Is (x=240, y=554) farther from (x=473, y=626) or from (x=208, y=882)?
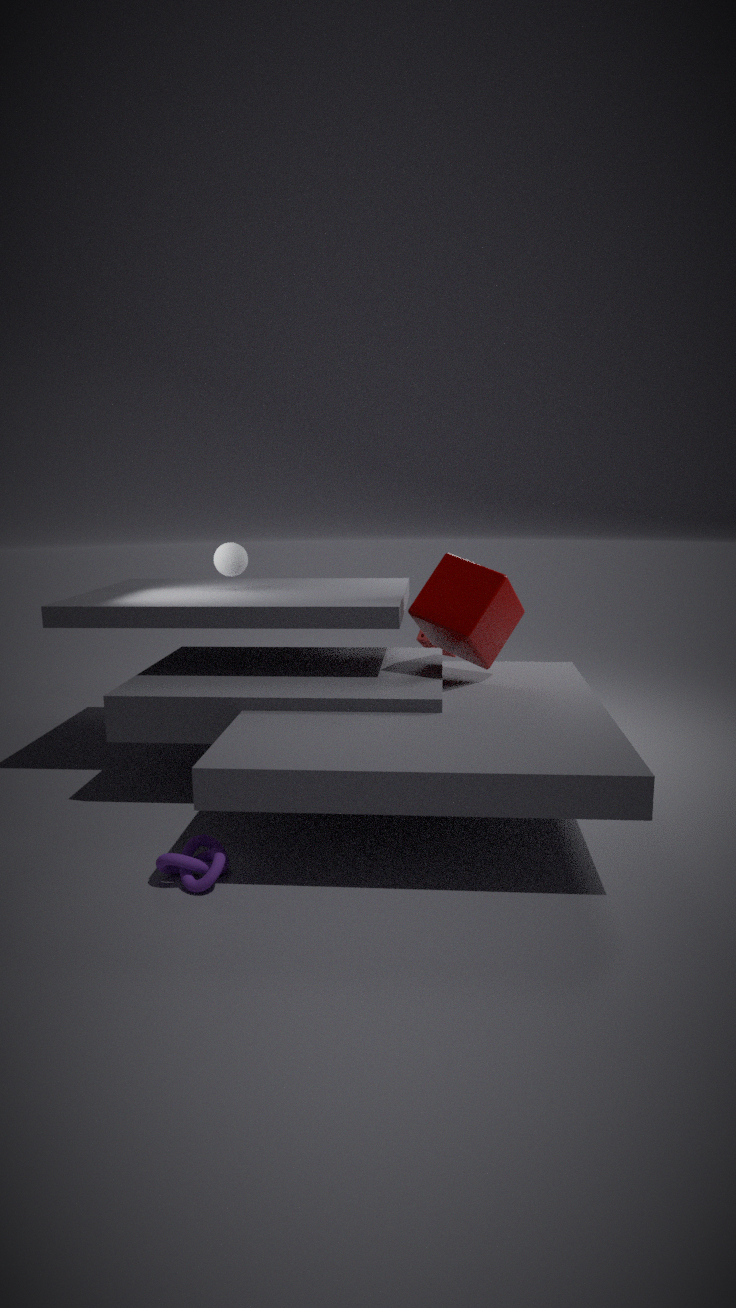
(x=208, y=882)
